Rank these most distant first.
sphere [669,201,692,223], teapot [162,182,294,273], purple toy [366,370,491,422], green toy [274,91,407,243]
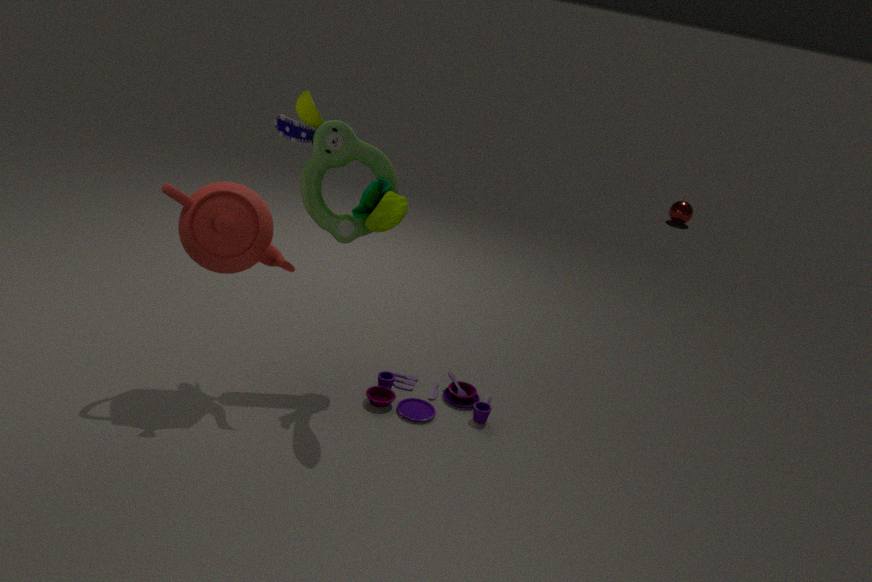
sphere [669,201,692,223] → purple toy [366,370,491,422] → green toy [274,91,407,243] → teapot [162,182,294,273]
